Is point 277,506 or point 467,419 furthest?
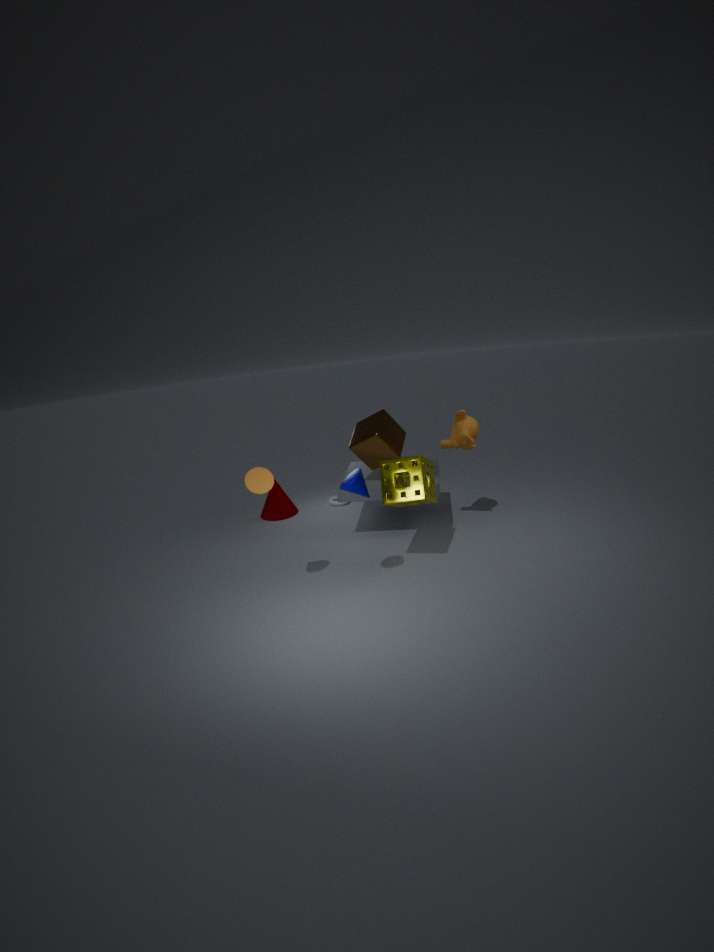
point 277,506
